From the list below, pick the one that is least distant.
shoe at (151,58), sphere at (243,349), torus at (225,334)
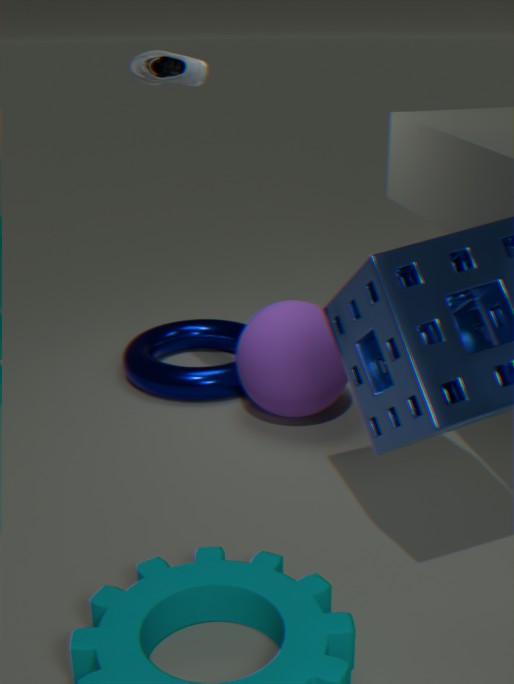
shoe at (151,58)
